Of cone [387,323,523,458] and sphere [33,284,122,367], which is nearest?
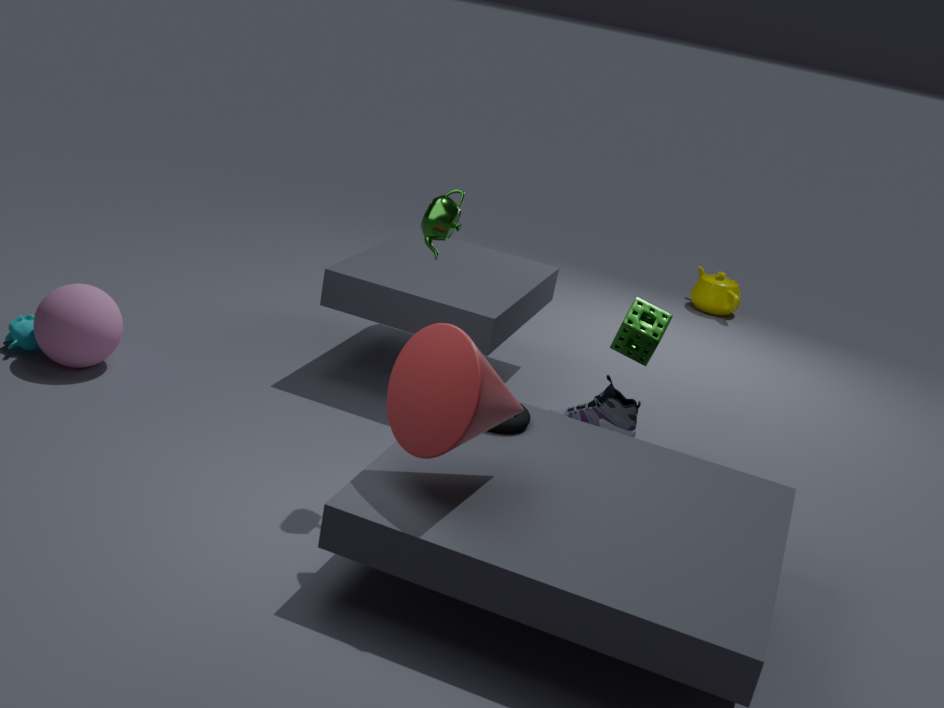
cone [387,323,523,458]
